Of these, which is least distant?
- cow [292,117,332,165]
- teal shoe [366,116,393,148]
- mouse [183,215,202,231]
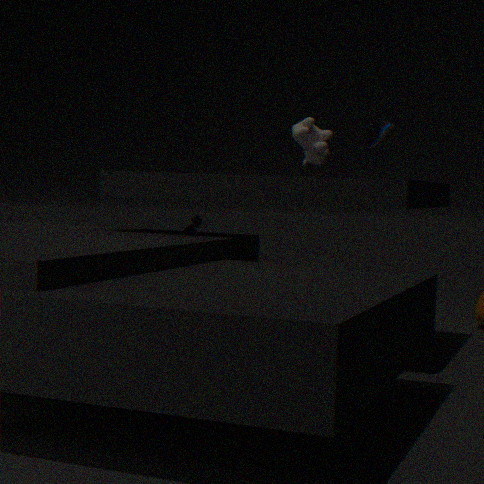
cow [292,117,332,165]
